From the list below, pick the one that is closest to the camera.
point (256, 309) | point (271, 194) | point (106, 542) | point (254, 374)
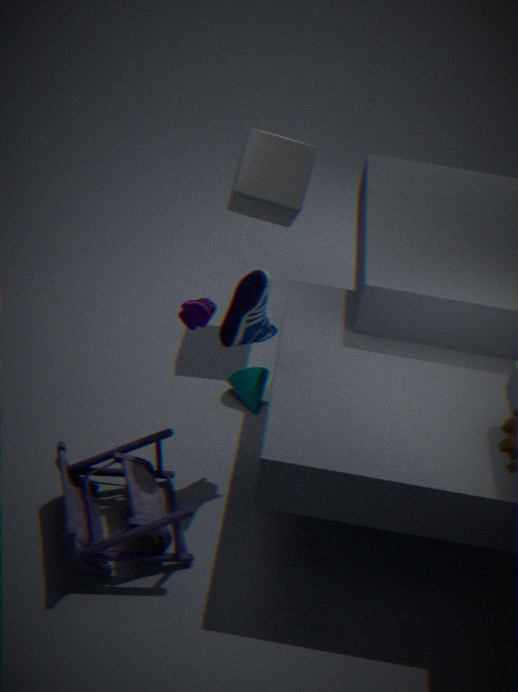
point (106, 542)
